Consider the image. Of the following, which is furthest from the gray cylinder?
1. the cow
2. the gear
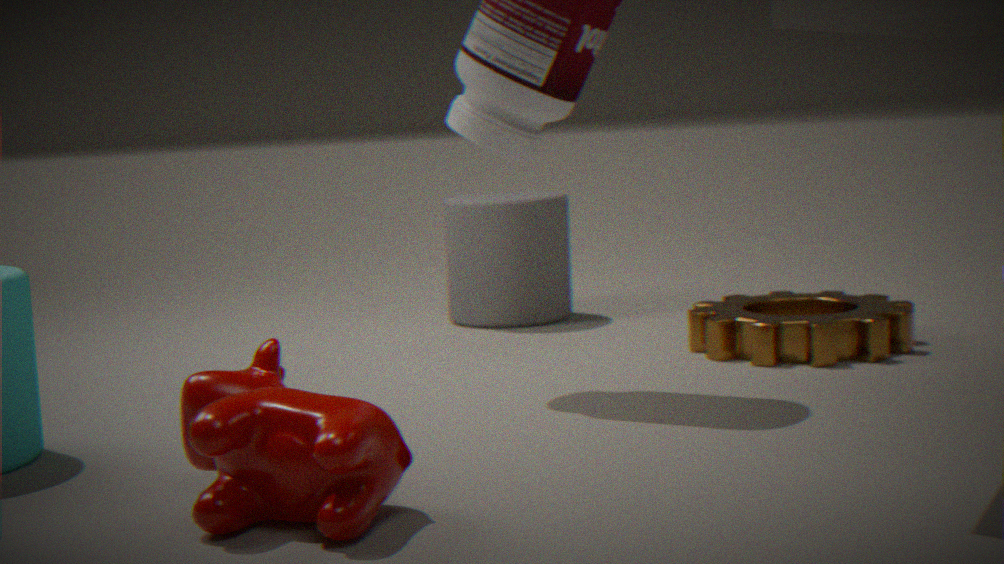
the cow
